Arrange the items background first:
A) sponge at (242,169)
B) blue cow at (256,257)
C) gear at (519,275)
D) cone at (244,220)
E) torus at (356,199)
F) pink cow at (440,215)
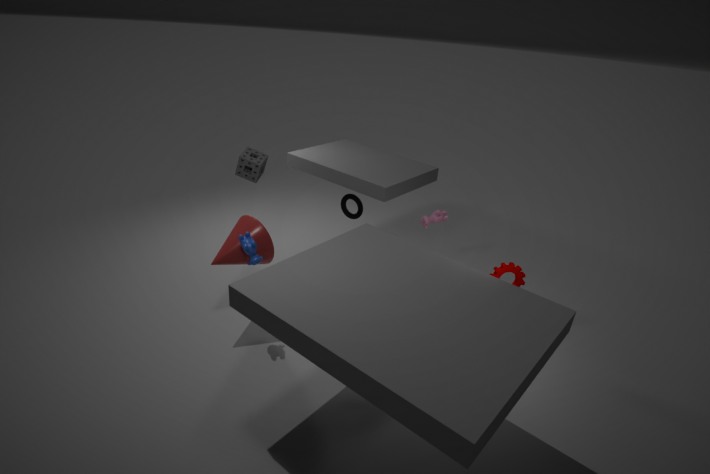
torus at (356,199) → pink cow at (440,215) → sponge at (242,169) → gear at (519,275) → cone at (244,220) → blue cow at (256,257)
